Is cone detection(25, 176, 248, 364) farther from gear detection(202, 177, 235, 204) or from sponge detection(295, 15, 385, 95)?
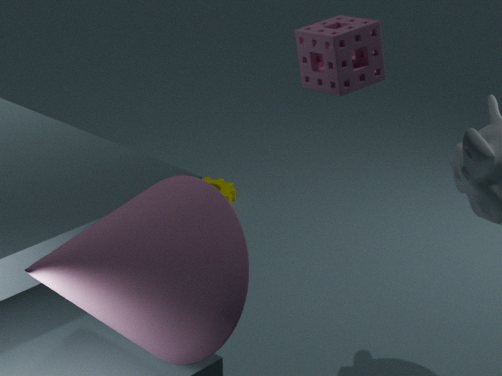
gear detection(202, 177, 235, 204)
